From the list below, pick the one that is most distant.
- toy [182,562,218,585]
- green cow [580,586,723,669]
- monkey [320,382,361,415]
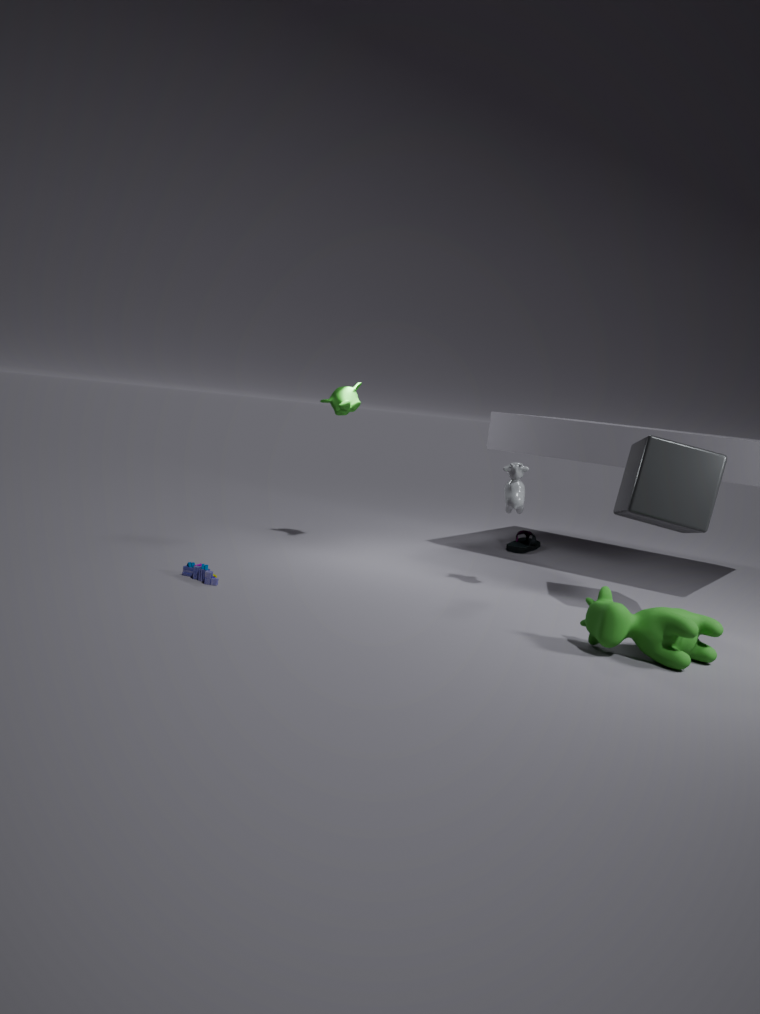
monkey [320,382,361,415]
